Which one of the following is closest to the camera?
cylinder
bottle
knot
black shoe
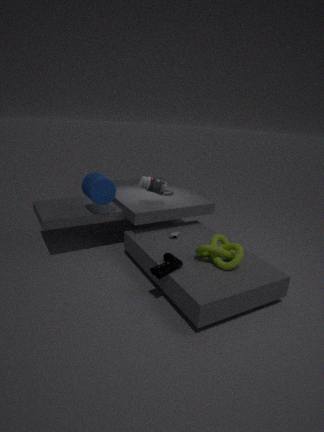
black shoe
